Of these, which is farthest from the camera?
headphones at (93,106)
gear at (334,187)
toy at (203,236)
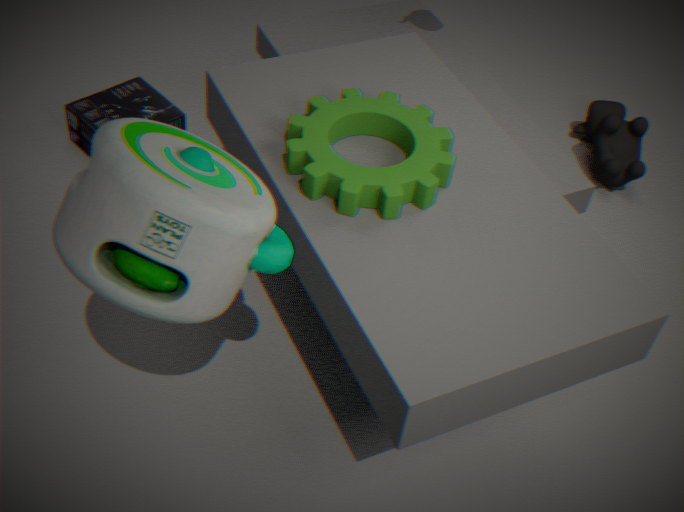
headphones at (93,106)
